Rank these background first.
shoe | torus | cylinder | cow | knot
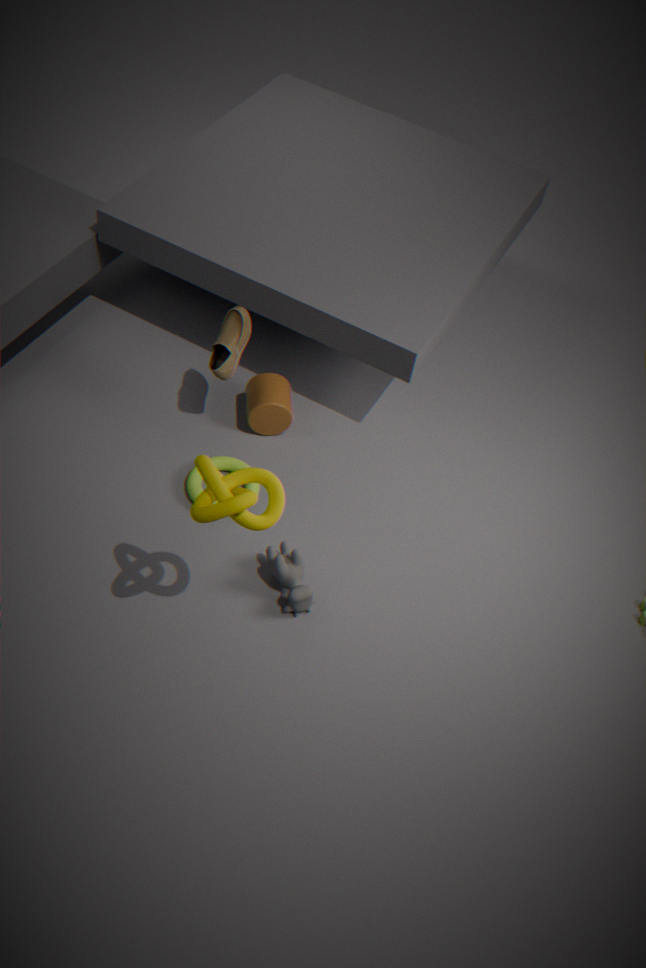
cylinder, torus, shoe, cow, knot
